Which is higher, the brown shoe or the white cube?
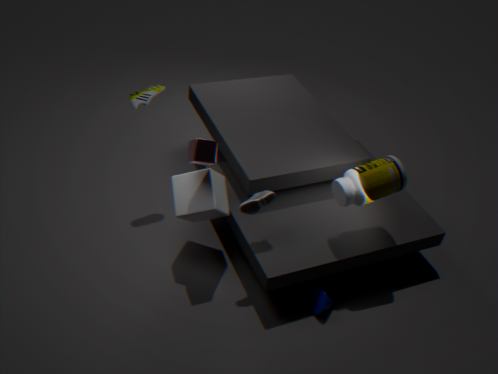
the brown shoe
